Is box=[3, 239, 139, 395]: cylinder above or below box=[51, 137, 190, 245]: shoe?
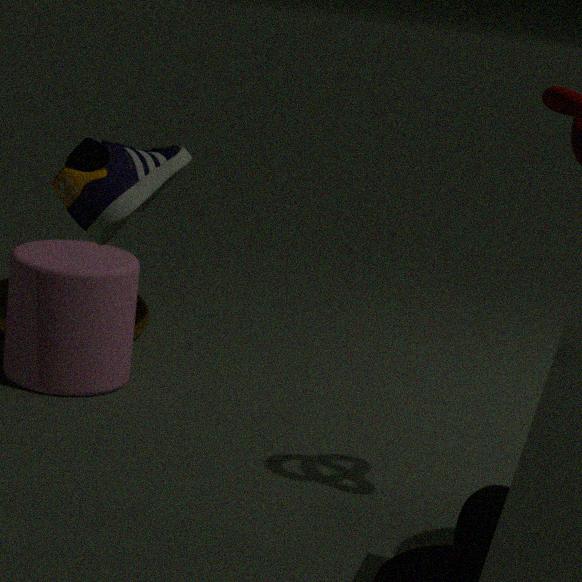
below
